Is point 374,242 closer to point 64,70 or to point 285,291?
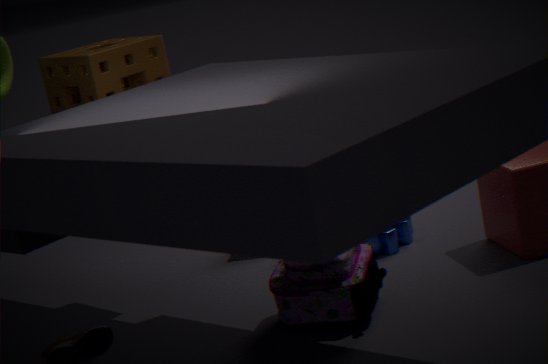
point 285,291
